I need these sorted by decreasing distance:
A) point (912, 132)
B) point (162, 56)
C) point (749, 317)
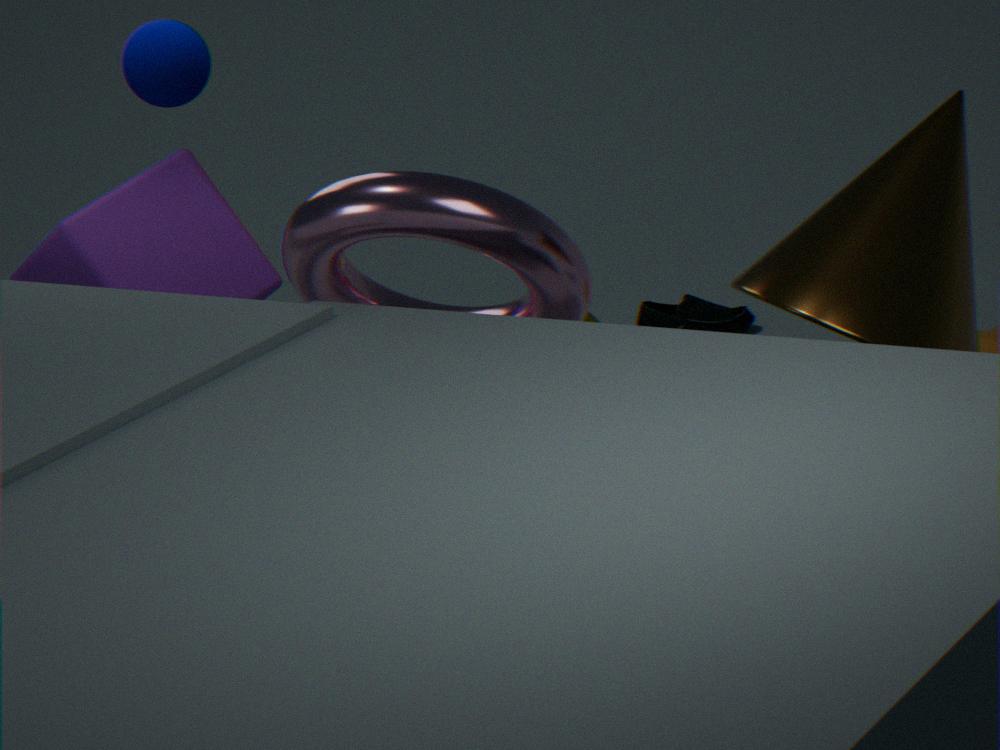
point (749, 317) → point (162, 56) → point (912, 132)
